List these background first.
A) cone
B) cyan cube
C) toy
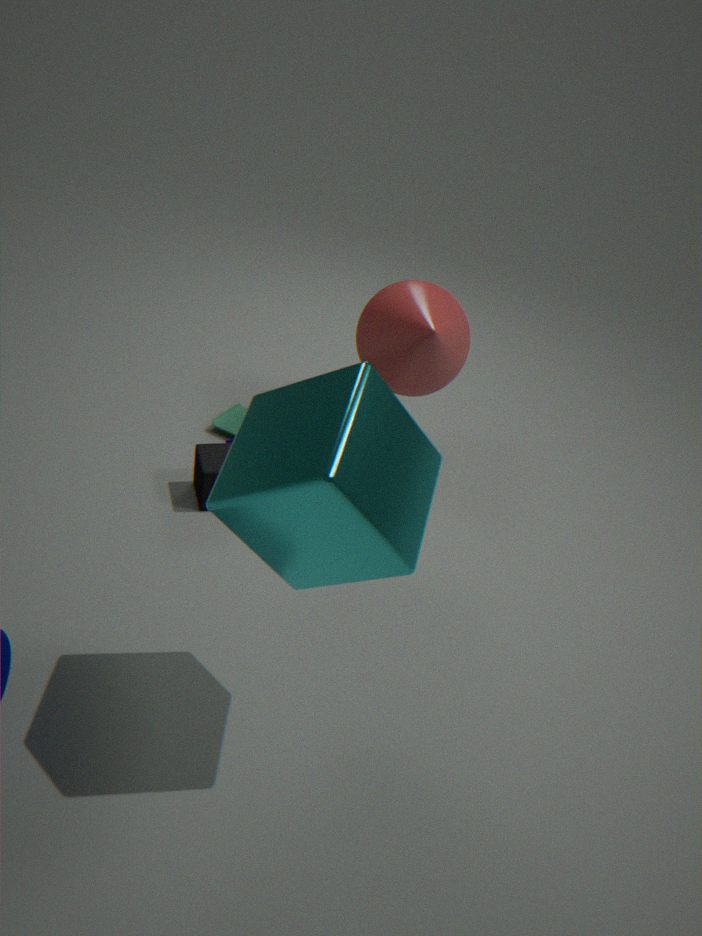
toy < cone < cyan cube
